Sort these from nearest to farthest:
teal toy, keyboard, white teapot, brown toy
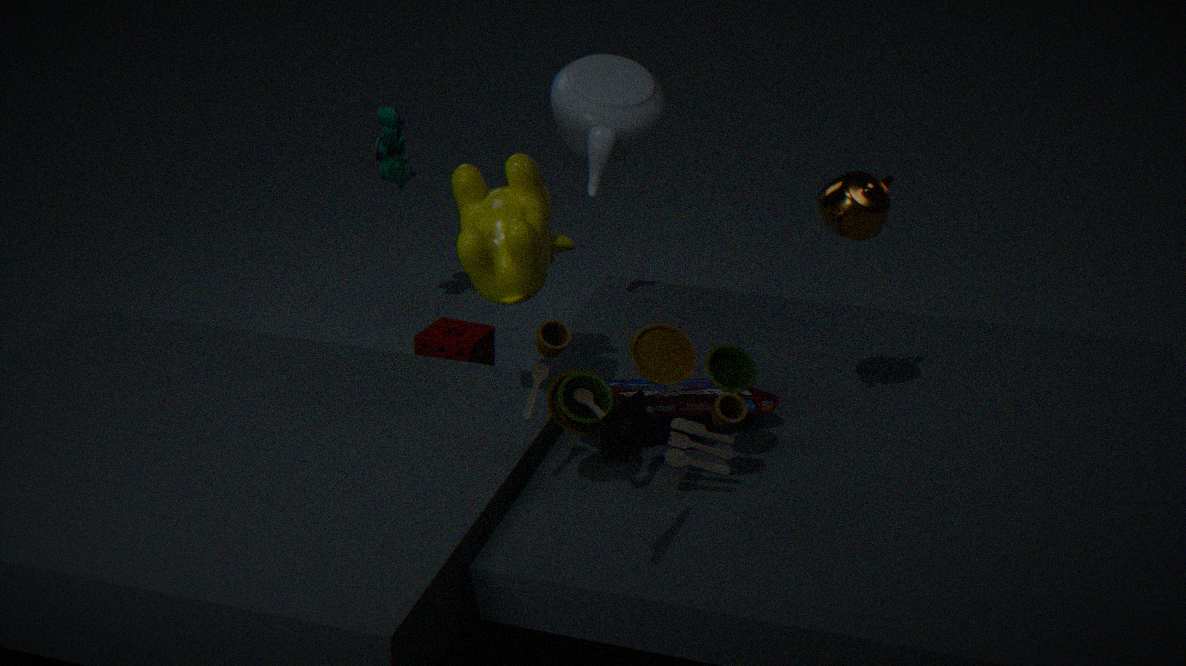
keyboard
brown toy
white teapot
teal toy
